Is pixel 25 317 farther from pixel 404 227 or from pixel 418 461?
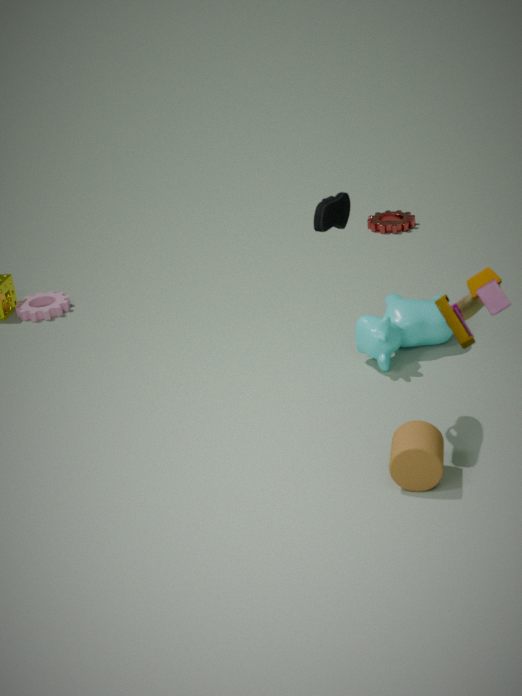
pixel 418 461
